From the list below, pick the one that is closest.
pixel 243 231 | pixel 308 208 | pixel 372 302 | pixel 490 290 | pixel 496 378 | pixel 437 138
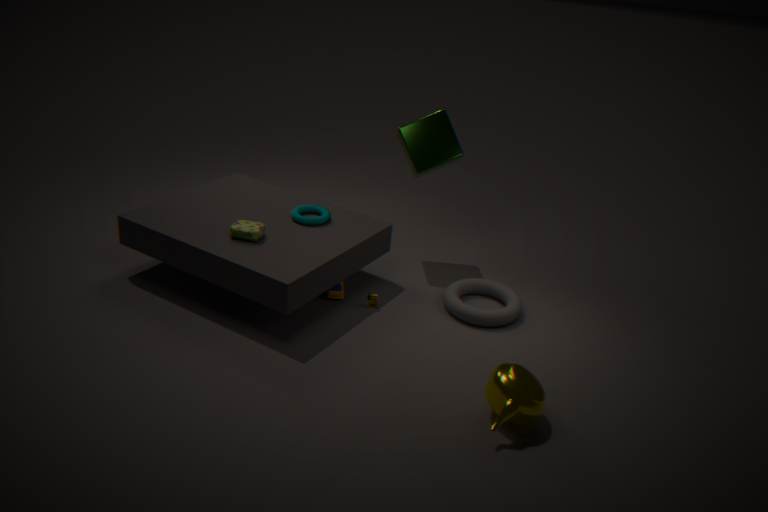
pixel 496 378
